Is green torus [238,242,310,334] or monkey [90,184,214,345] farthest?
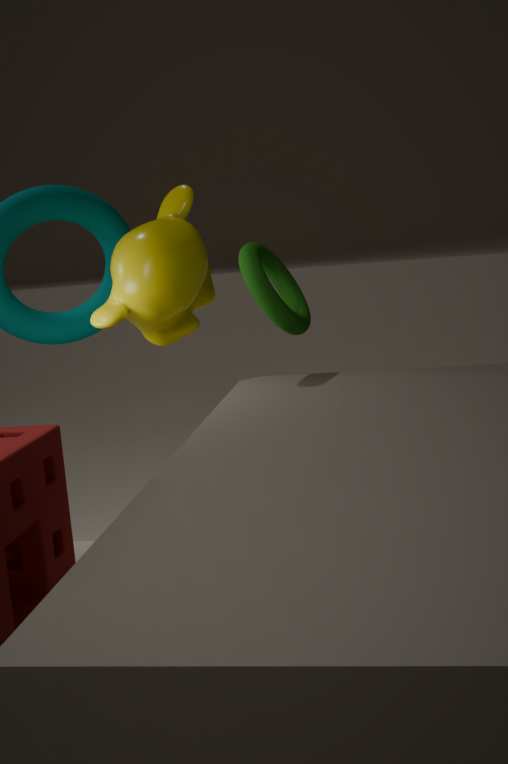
monkey [90,184,214,345]
